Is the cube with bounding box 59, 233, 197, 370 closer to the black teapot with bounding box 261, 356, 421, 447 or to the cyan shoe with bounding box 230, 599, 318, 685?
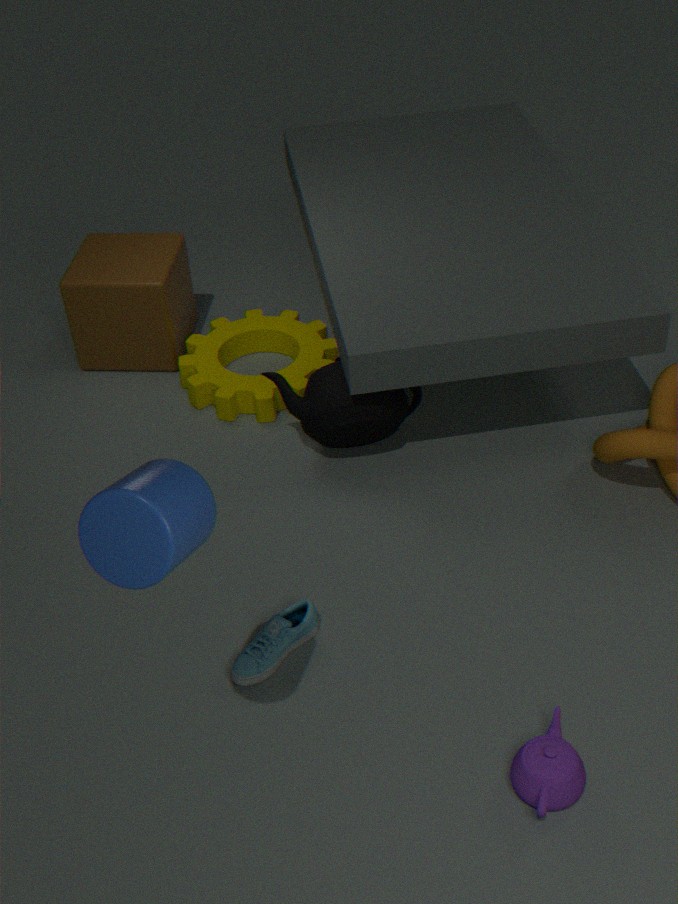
the black teapot with bounding box 261, 356, 421, 447
